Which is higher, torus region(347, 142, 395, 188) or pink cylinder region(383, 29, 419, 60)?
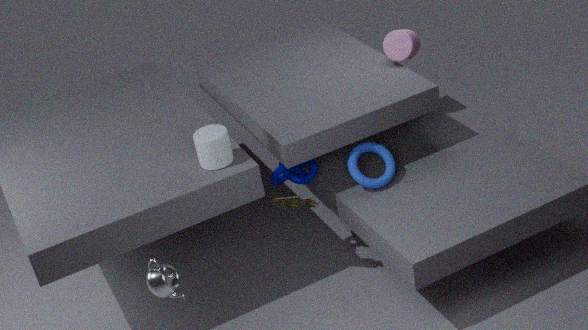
pink cylinder region(383, 29, 419, 60)
